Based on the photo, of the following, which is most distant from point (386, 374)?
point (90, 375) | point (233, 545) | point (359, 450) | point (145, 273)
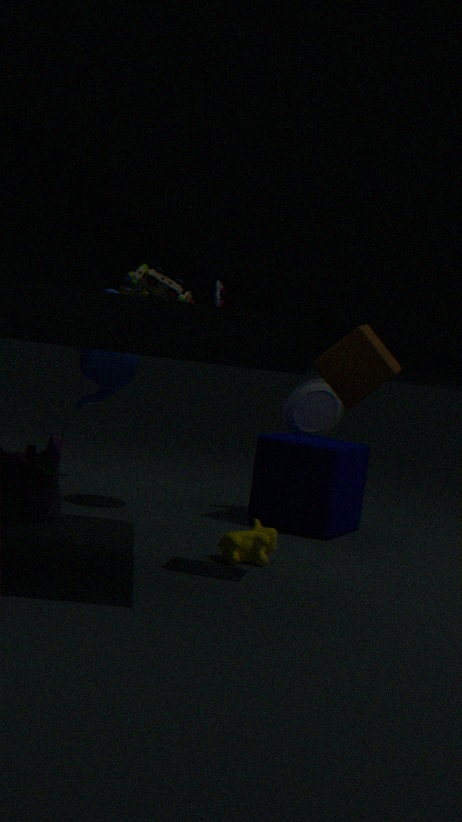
point (145, 273)
